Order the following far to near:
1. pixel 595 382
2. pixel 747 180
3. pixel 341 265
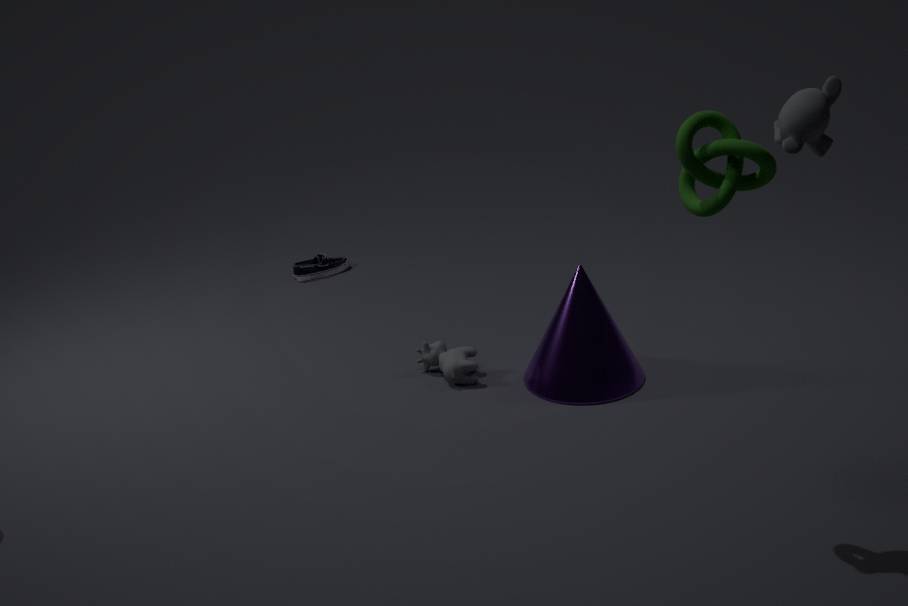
1. pixel 341 265
2. pixel 595 382
3. pixel 747 180
